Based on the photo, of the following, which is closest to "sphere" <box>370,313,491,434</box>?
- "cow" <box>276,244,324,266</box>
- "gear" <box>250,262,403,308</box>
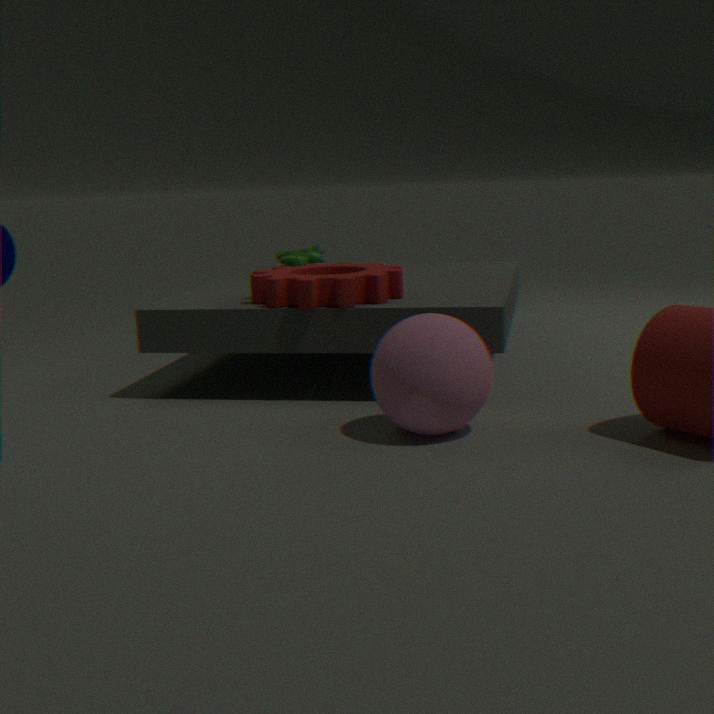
"gear" <box>250,262,403,308</box>
